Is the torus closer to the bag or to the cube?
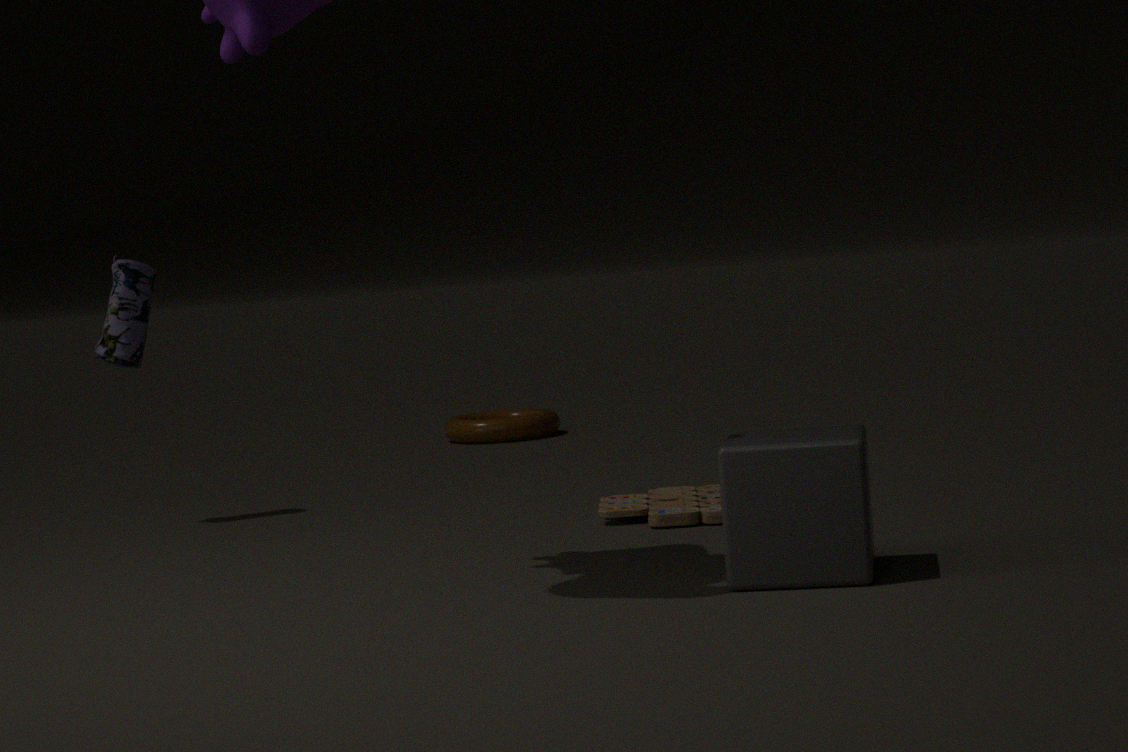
the bag
